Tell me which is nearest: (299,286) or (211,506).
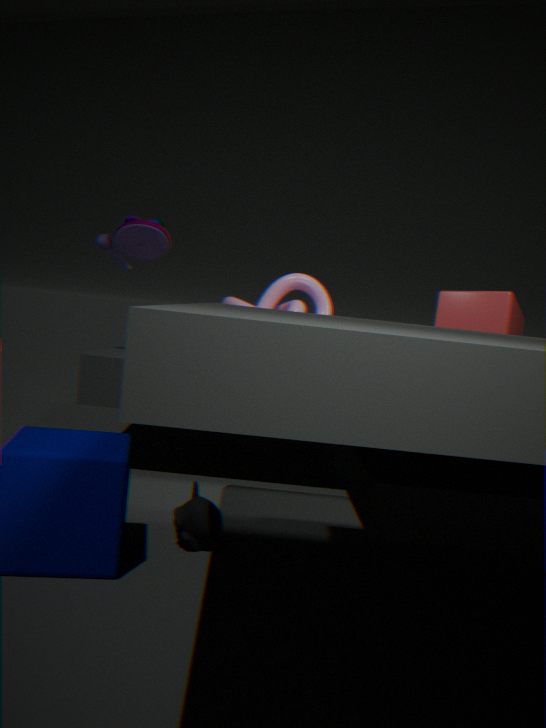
(211,506)
